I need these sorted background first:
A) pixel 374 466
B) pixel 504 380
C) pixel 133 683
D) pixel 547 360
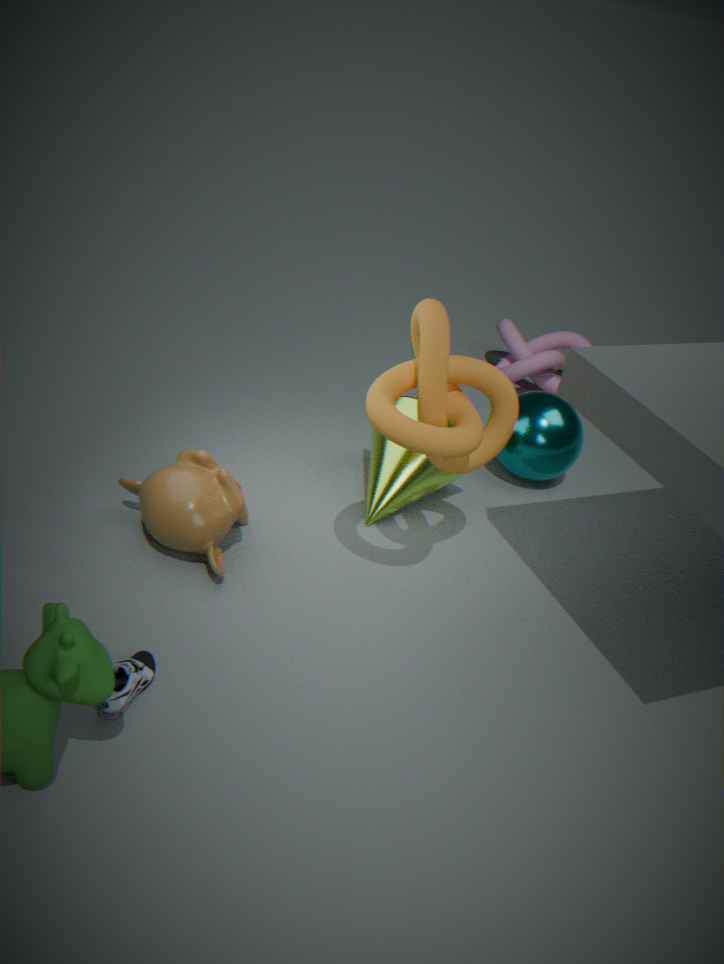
pixel 547 360, pixel 374 466, pixel 504 380, pixel 133 683
